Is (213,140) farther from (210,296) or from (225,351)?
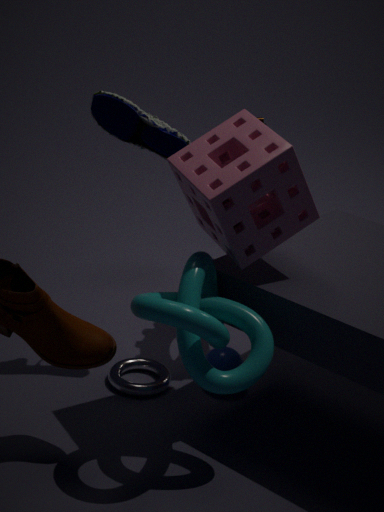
(225,351)
